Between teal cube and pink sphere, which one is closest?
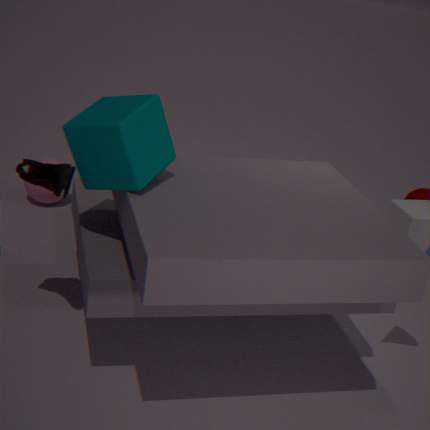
teal cube
